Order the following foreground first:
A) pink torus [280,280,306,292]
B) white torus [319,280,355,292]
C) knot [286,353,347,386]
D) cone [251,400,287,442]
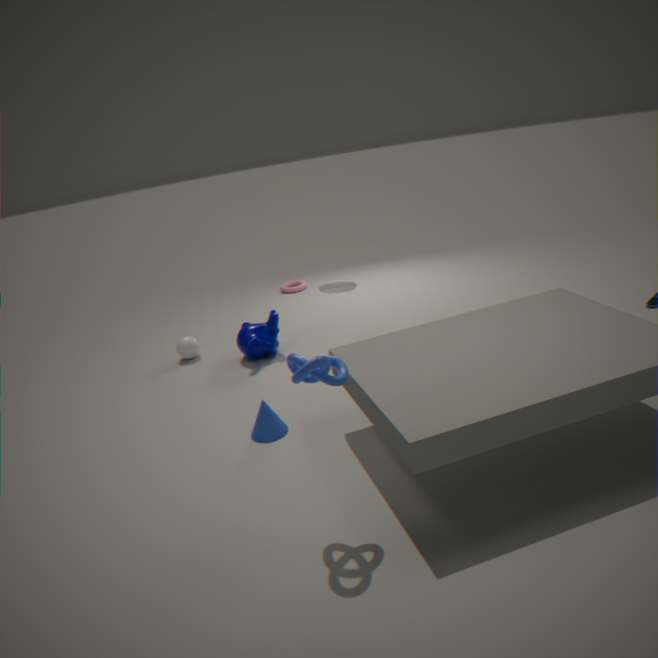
knot [286,353,347,386] < cone [251,400,287,442] < white torus [319,280,355,292] < pink torus [280,280,306,292]
